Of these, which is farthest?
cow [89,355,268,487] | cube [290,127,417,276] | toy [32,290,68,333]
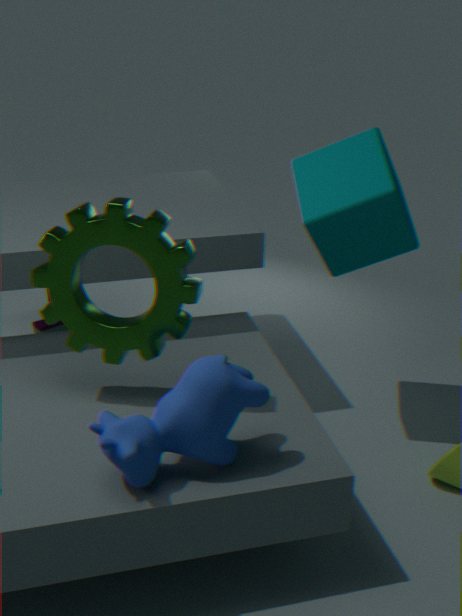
toy [32,290,68,333]
